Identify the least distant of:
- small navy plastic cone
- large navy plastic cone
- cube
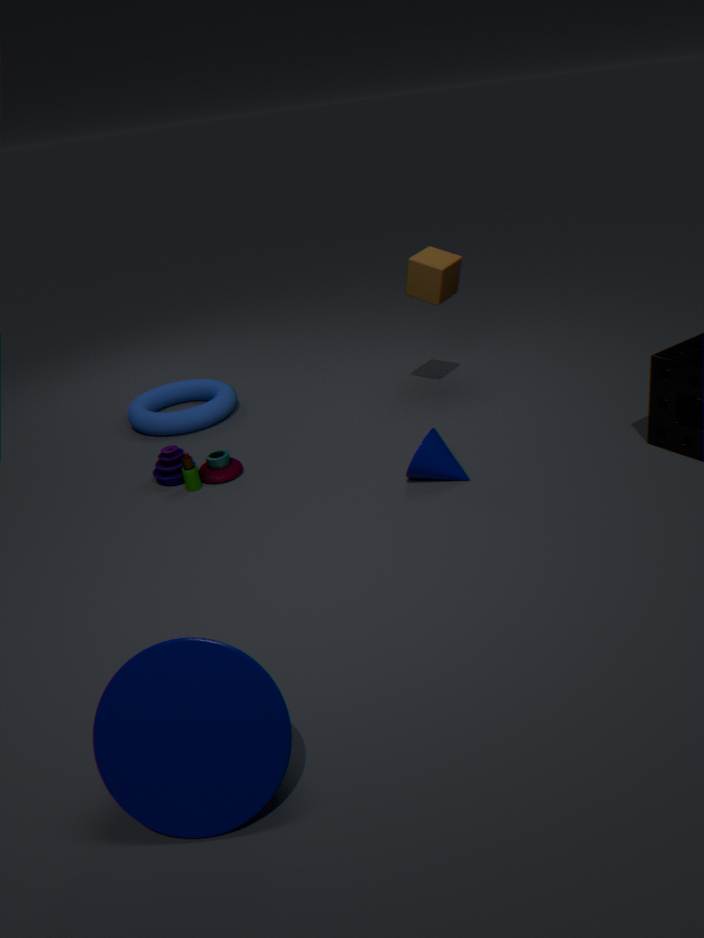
large navy plastic cone
